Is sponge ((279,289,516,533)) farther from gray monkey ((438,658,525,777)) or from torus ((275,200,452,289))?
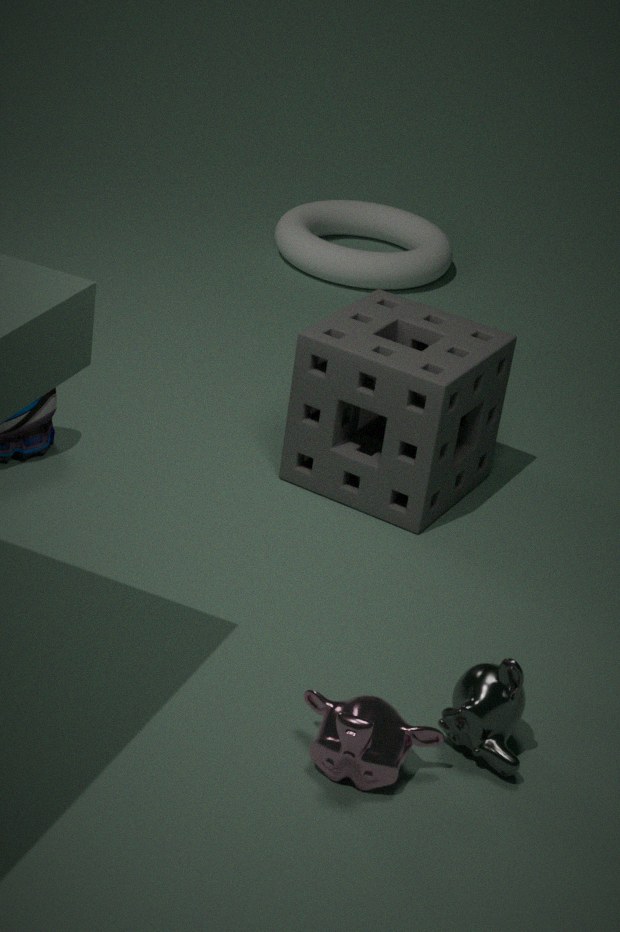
torus ((275,200,452,289))
